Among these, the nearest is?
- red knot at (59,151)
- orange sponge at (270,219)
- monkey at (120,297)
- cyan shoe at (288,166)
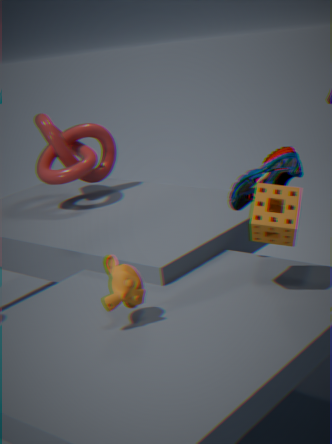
monkey at (120,297)
